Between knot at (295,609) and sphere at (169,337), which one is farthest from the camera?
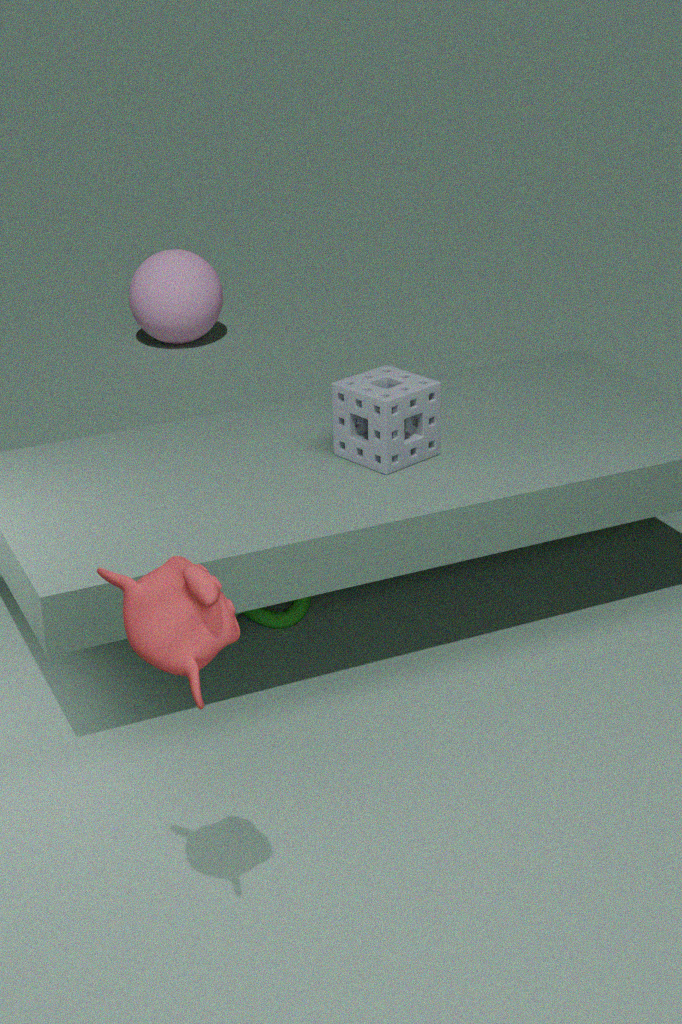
sphere at (169,337)
